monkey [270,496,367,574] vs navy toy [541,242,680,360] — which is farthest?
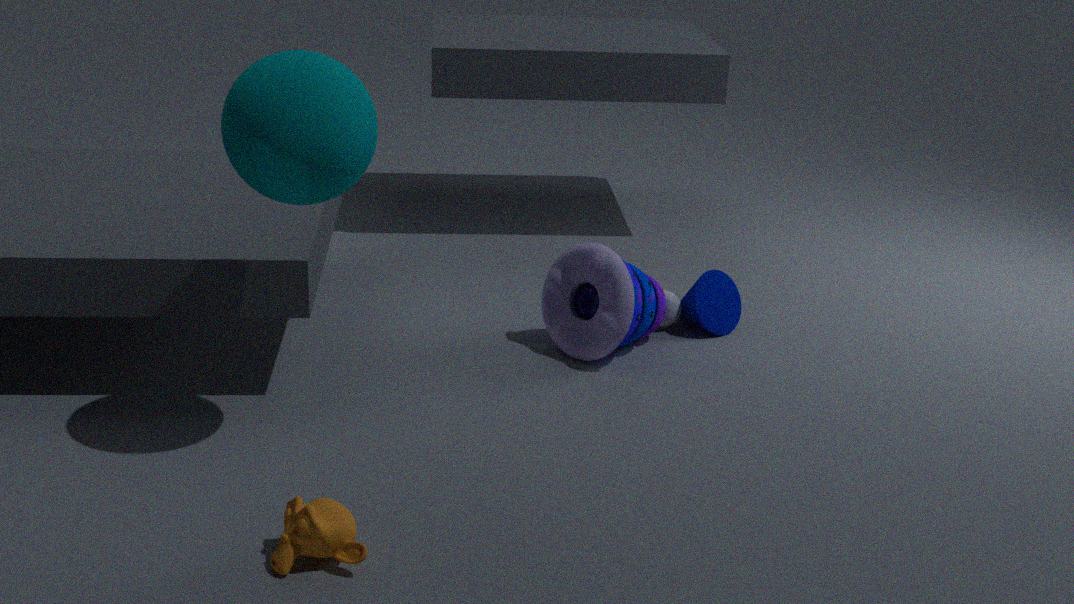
navy toy [541,242,680,360]
